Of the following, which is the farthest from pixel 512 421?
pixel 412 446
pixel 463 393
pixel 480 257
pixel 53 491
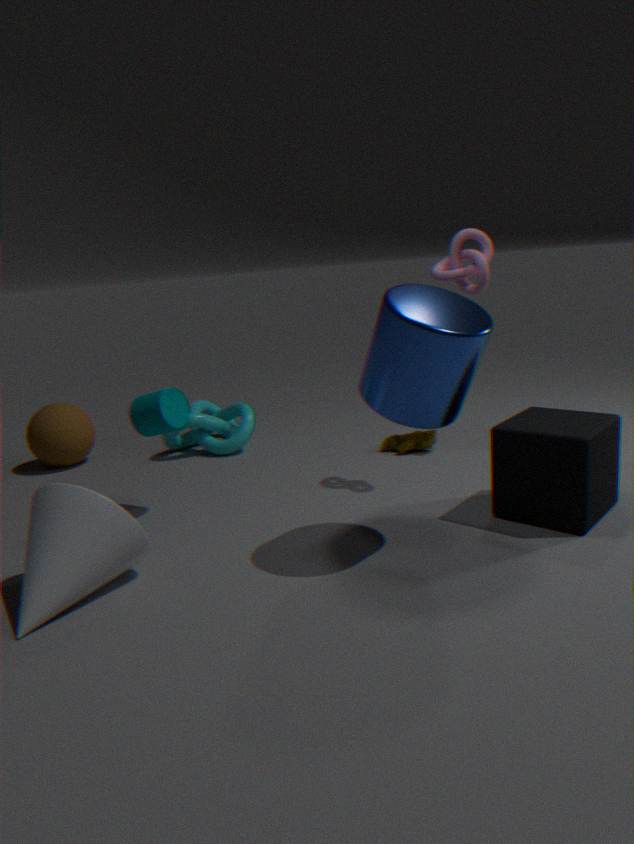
pixel 53 491
